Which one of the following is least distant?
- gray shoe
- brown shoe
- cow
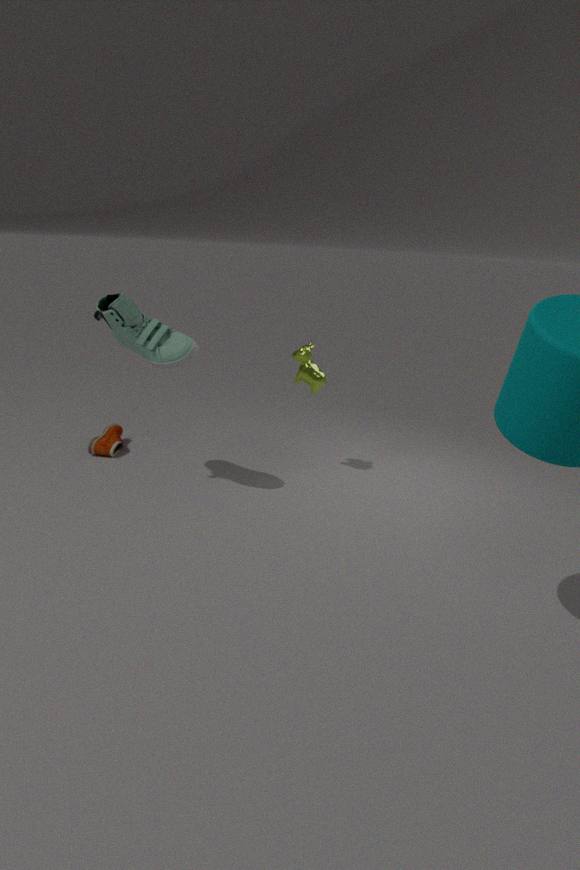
gray shoe
